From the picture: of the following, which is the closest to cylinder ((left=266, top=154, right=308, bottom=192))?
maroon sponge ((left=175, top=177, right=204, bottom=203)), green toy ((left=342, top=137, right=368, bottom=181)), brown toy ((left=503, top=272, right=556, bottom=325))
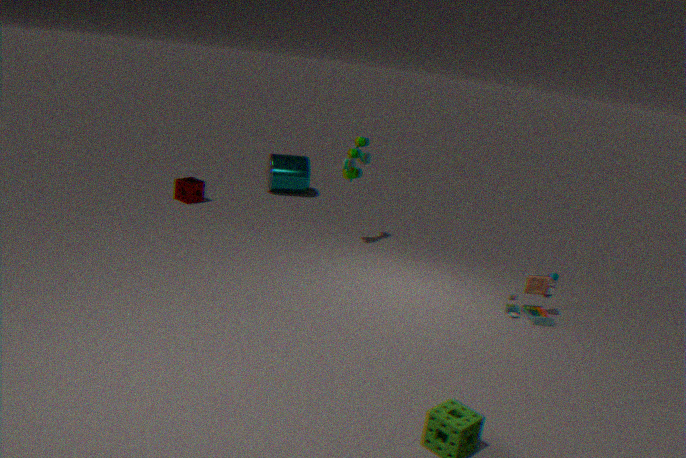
maroon sponge ((left=175, top=177, right=204, bottom=203))
